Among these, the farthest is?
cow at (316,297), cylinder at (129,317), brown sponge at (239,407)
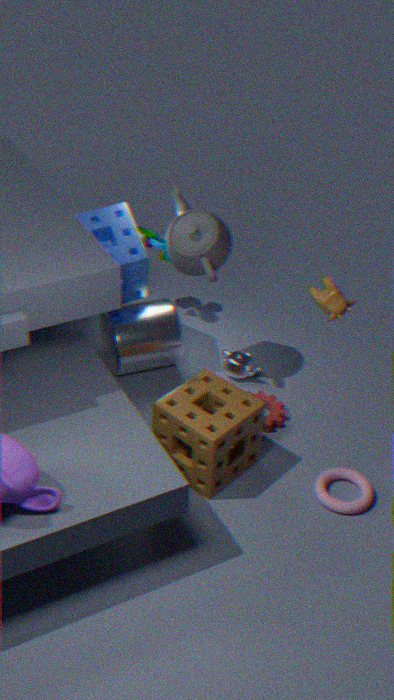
cylinder at (129,317)
